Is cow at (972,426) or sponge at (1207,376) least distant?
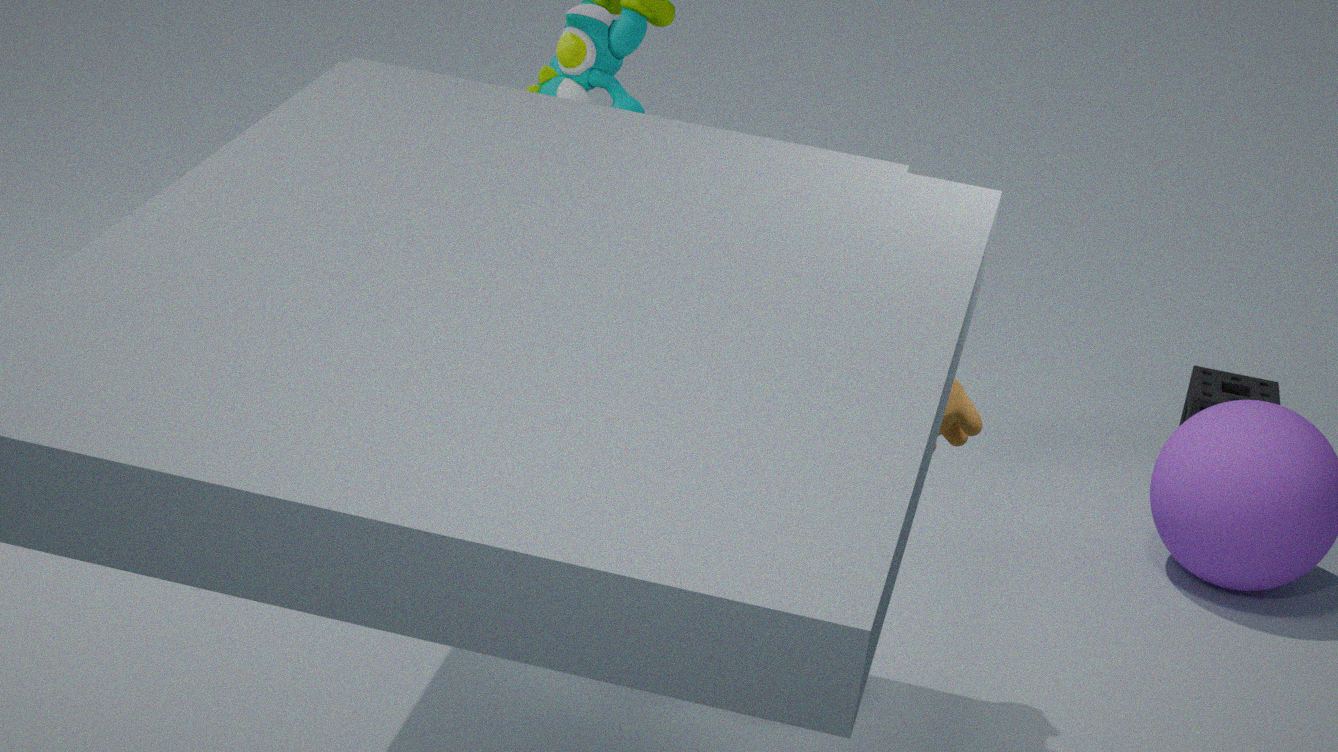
cow at (972,426)
